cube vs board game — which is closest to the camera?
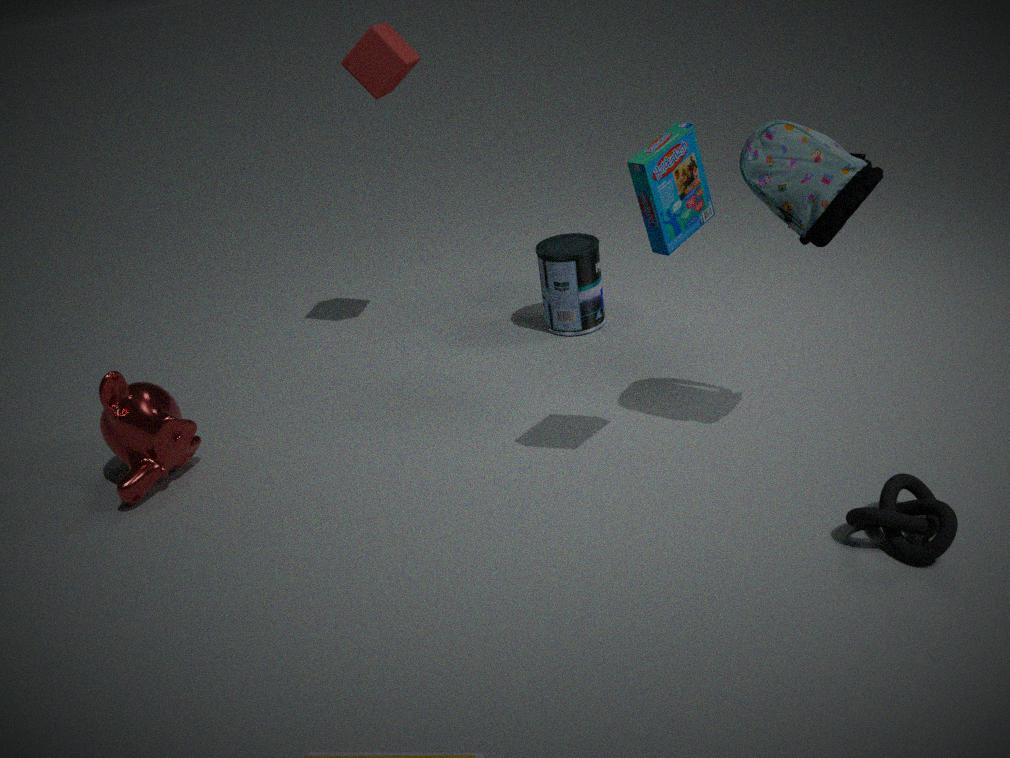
board game
